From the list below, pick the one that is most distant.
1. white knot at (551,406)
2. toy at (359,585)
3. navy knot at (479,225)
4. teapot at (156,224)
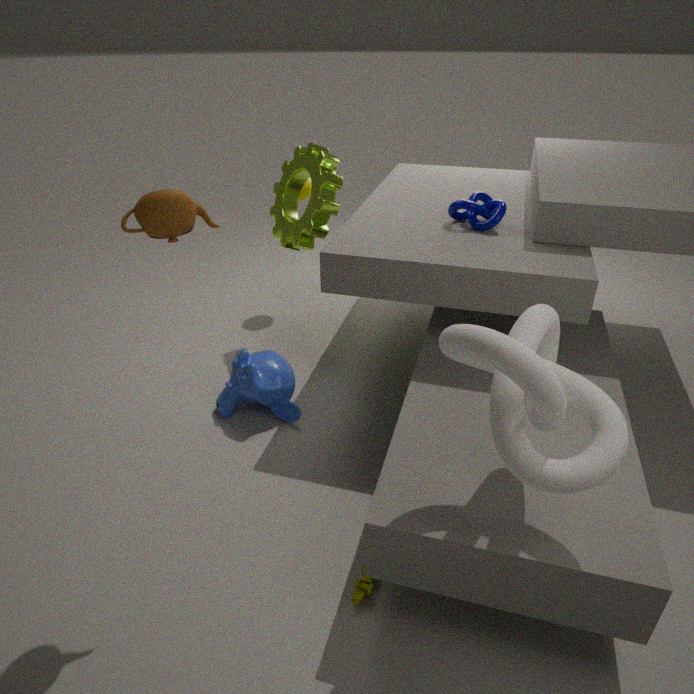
navy knot at (479,225)
